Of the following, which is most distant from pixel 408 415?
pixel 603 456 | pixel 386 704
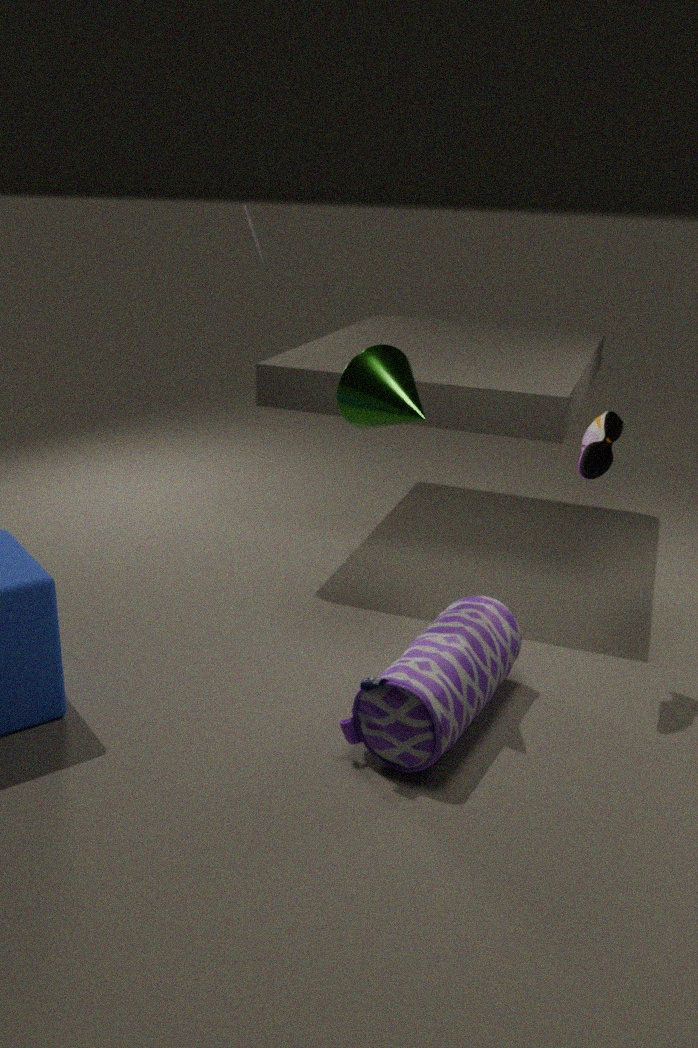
pixel 386 704
